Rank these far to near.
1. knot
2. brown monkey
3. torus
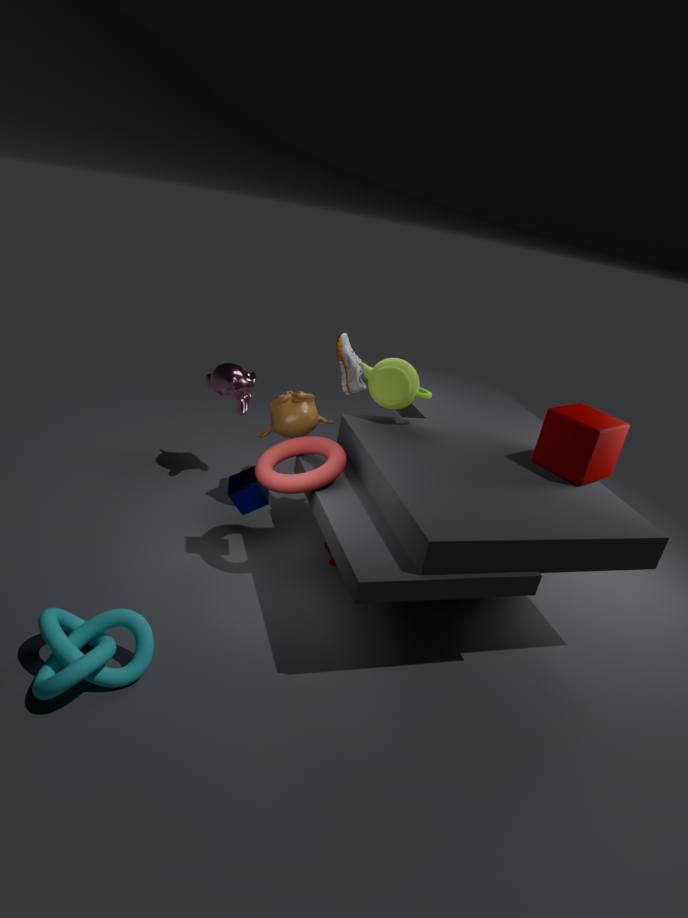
1. brown monkey
2. torus
3. knot
